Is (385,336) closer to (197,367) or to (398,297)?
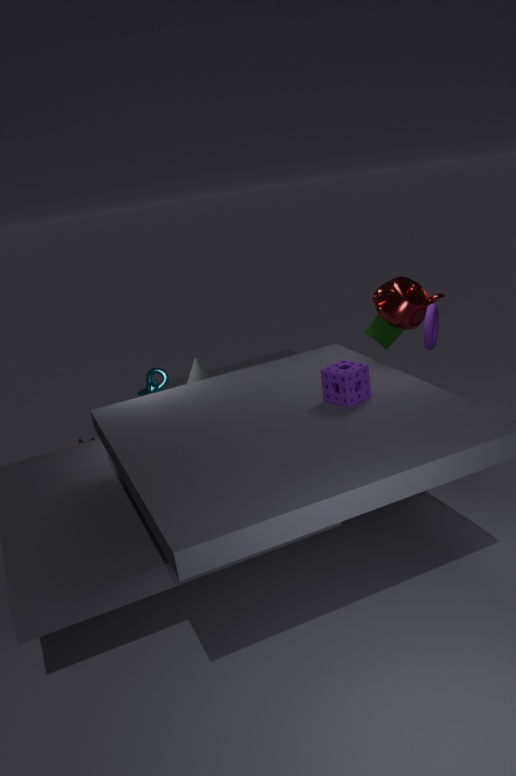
(398,297)
